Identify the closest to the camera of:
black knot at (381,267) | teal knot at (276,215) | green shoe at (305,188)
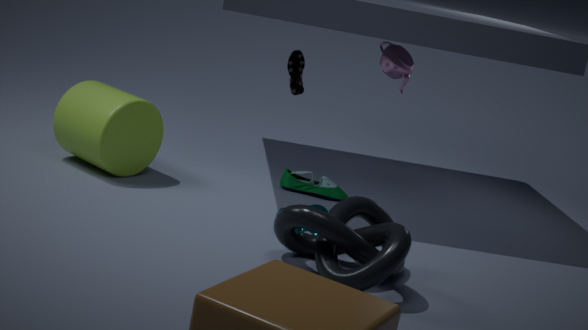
black knot at (381,267)
